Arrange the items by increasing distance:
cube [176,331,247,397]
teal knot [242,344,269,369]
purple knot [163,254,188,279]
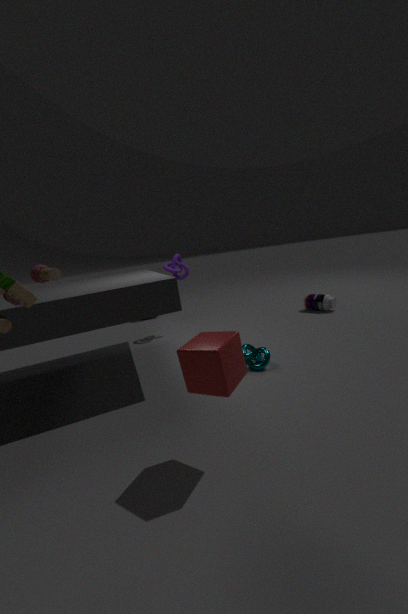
cube [176,331,247,397], teal knot [242,344,269,369], purple knot [163,254,188,279]
